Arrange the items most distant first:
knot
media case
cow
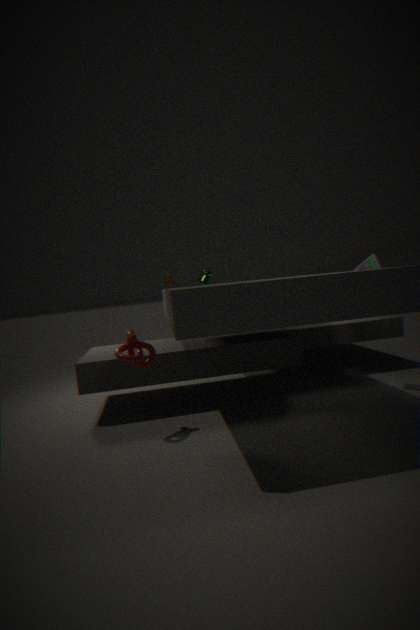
1. cow
2. media case
3. knot
